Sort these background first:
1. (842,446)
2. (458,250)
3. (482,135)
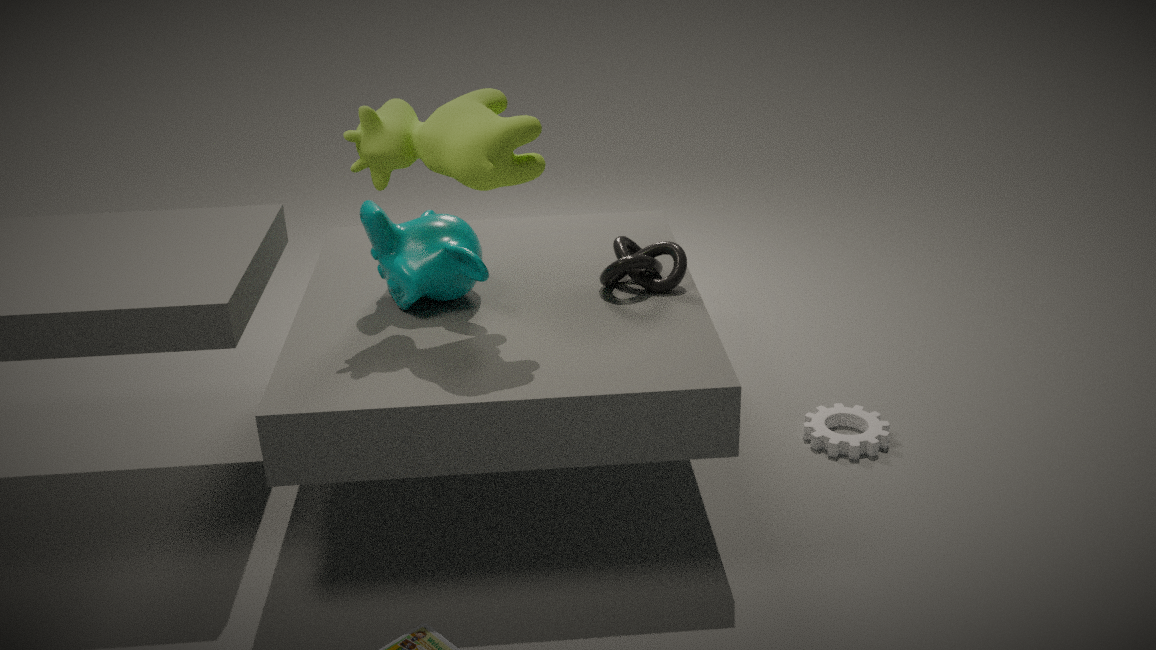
(842,446) < (458,250) < (482,135)
